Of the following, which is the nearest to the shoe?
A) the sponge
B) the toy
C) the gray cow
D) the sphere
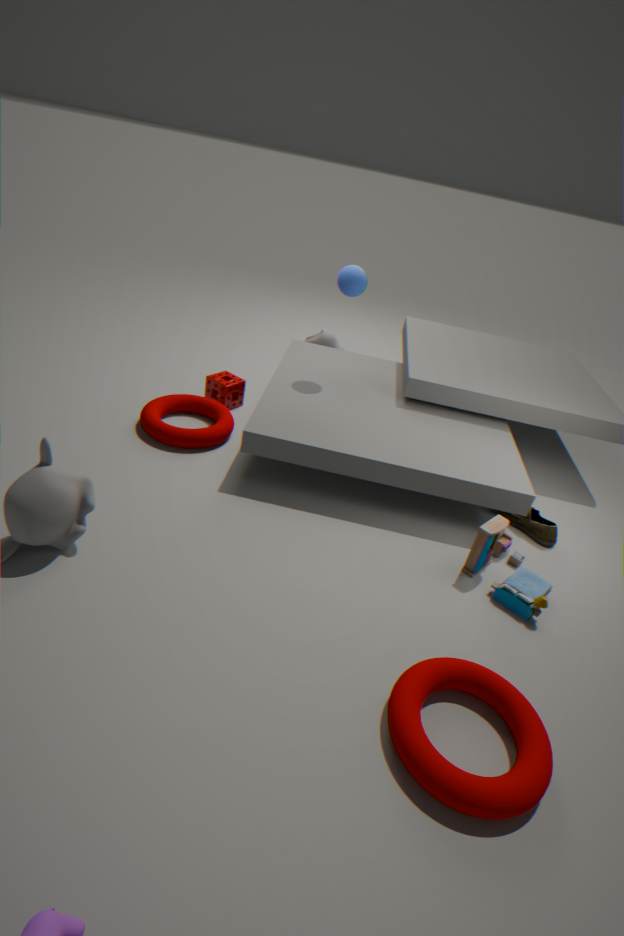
the toy
